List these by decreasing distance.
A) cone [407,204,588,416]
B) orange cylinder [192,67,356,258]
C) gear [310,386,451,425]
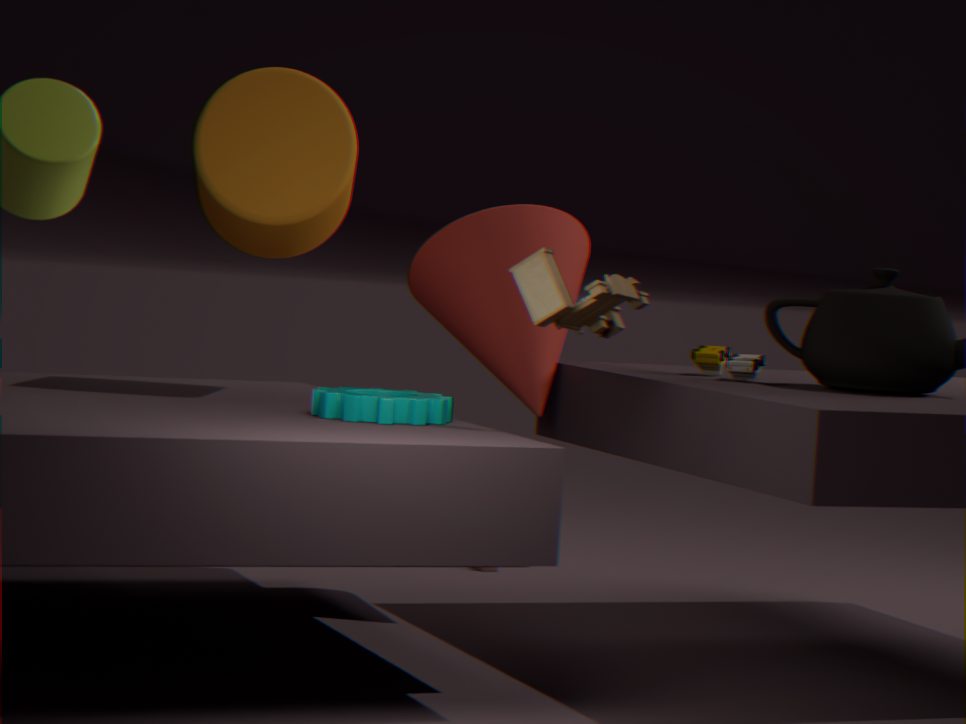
1. A. cone [407,204,588,416]
2. B. orange cylinder [192,67,356,258]
3. C. gear [310,386,451,425]
